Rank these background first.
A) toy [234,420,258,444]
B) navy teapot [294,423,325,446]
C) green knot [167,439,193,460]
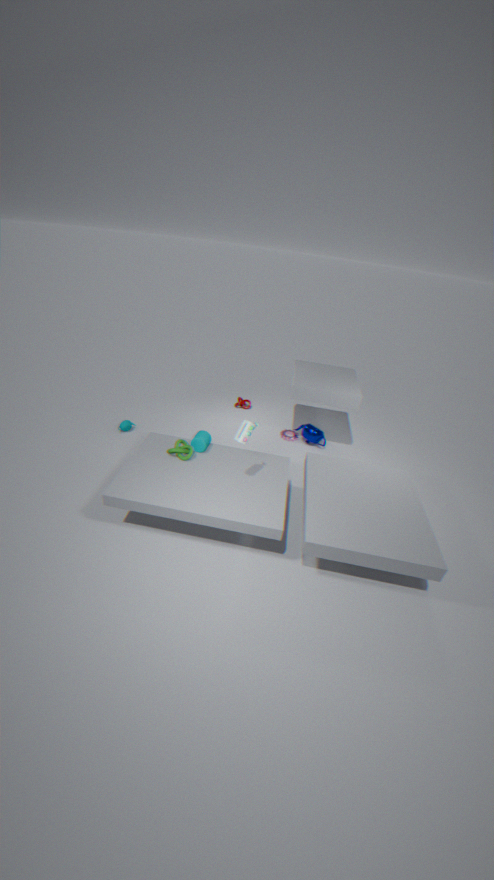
1. navy teapot [294,423,325,446]
2. green knot [167,439,193,460]
3. toy [234,420,258,444]
